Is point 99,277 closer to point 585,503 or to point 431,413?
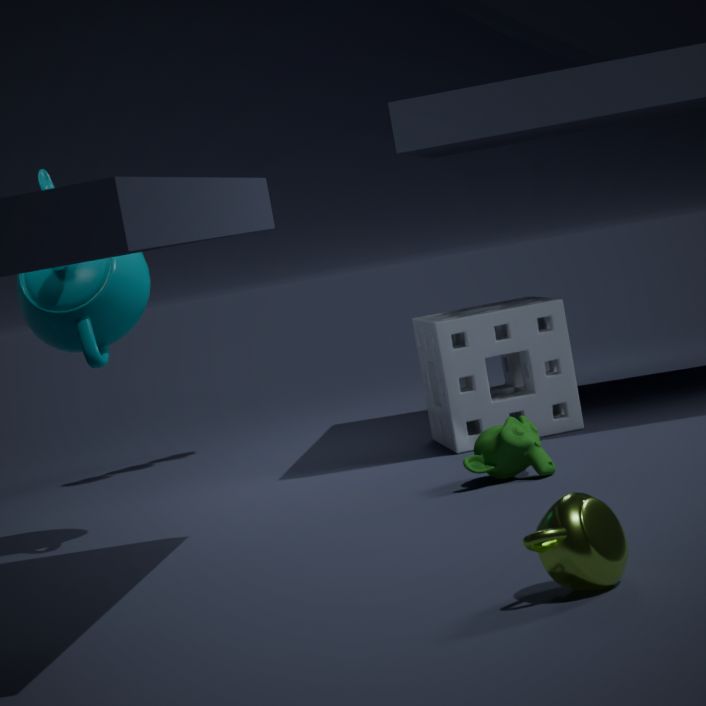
point 431,413
